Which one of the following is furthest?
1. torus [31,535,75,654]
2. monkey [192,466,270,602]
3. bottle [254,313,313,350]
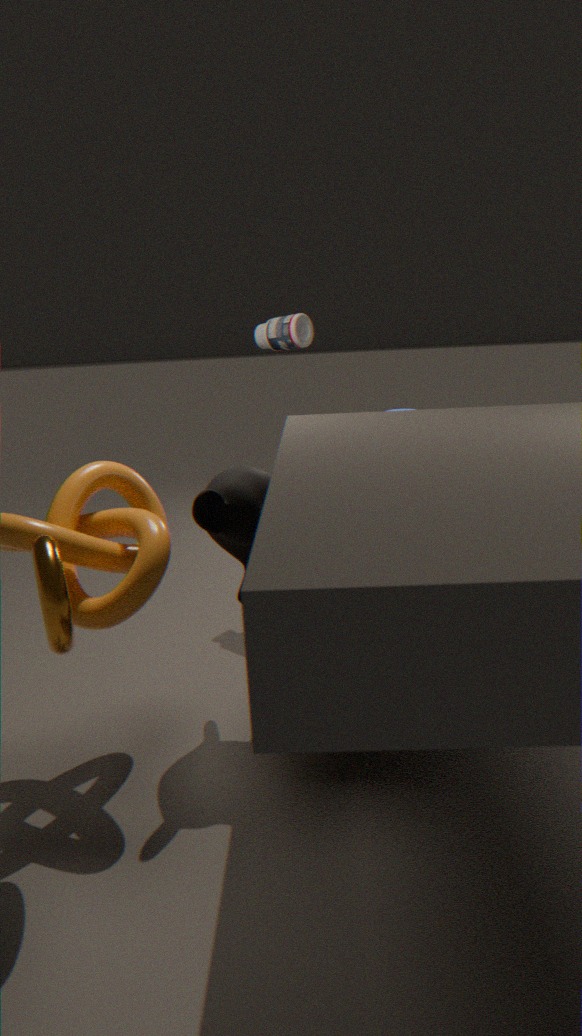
bottle [254,313,313,350]
